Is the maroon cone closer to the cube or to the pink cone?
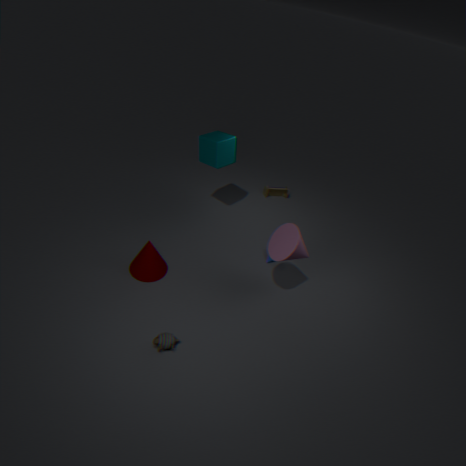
the pink cone
